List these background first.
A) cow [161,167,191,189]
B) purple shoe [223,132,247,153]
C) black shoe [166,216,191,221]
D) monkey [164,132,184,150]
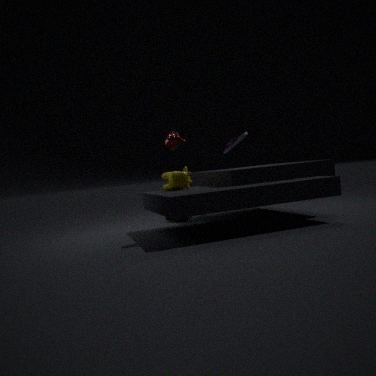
black shoe [166,216,191,221]
cow [161,167,191,189]
purple shoe [223,132,247,153]
monkey [164,132,184,150]
